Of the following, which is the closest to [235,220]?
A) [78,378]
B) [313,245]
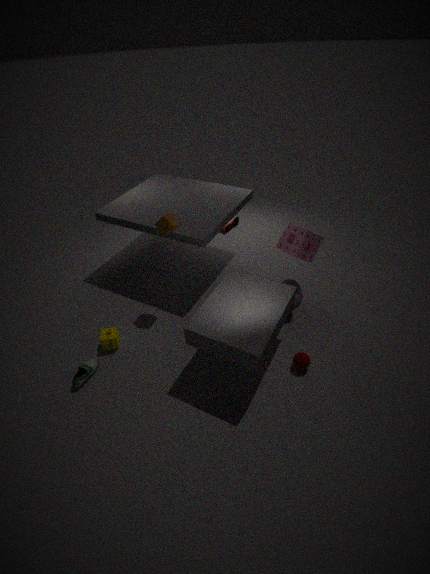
[313,245]
